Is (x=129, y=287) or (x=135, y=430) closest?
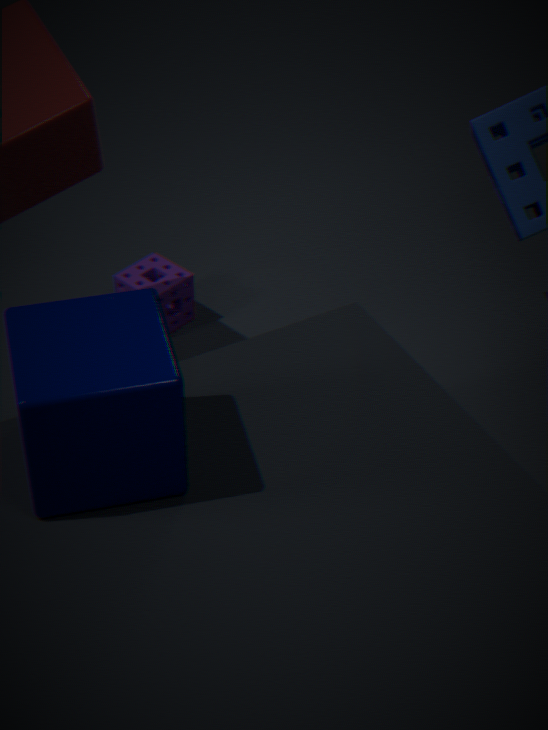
(x=135, y=430)
